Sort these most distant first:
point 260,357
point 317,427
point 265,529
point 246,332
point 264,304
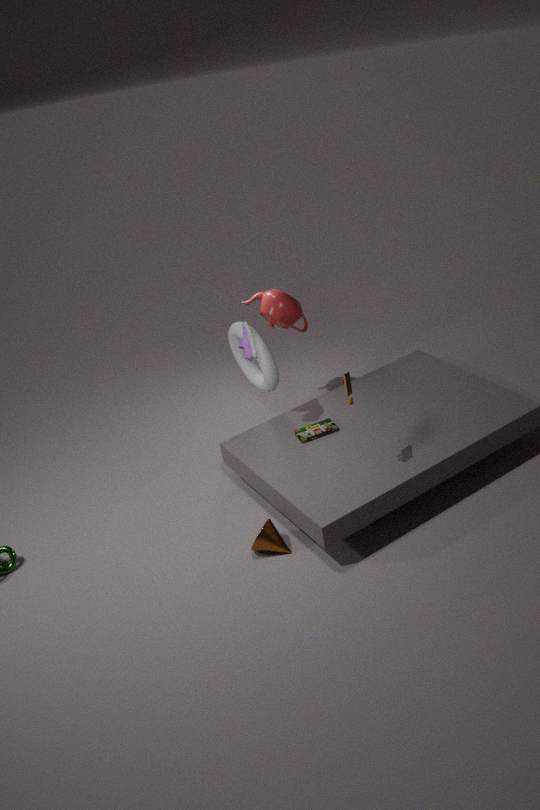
point 264,304, point 260,357, point 317,427, point 246,332, point 265,529
